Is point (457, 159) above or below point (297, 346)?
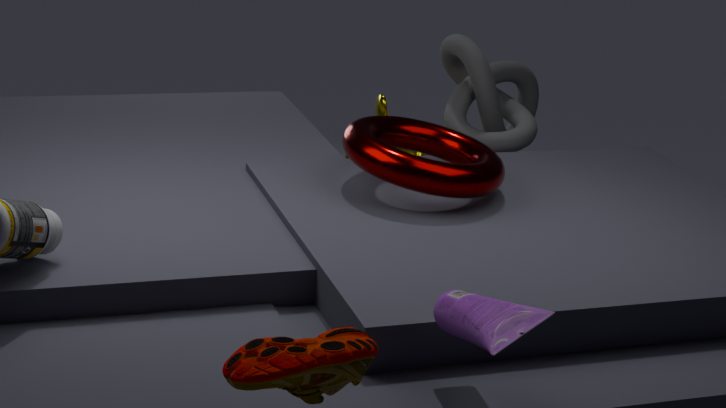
above
